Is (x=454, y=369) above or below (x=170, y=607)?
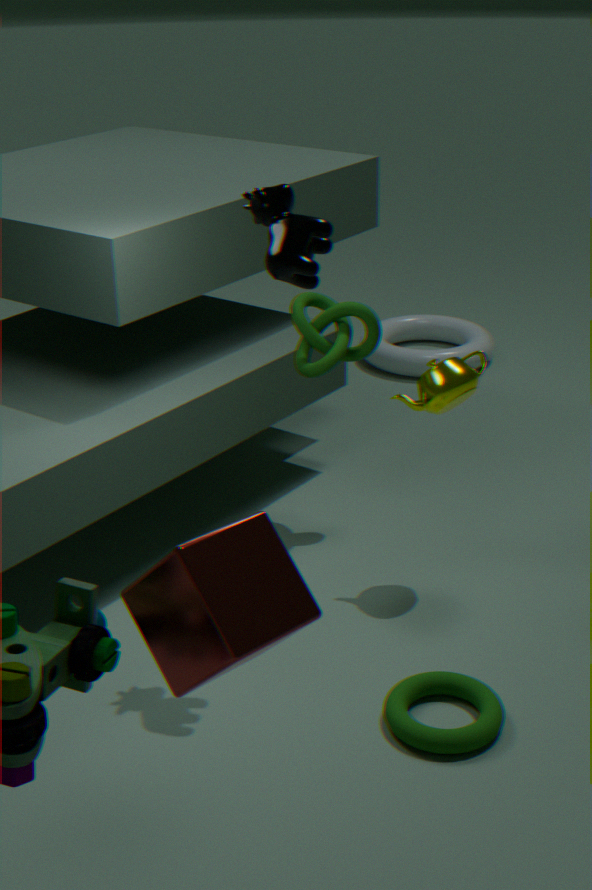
below
